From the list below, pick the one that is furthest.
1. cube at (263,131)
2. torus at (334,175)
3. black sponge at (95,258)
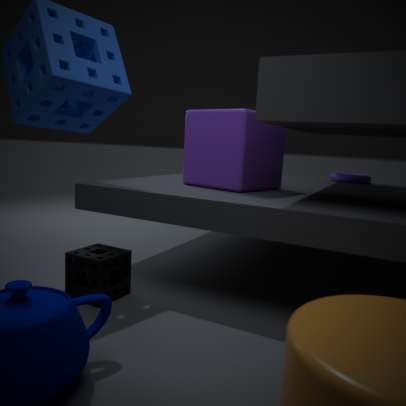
torus at (334,175)
